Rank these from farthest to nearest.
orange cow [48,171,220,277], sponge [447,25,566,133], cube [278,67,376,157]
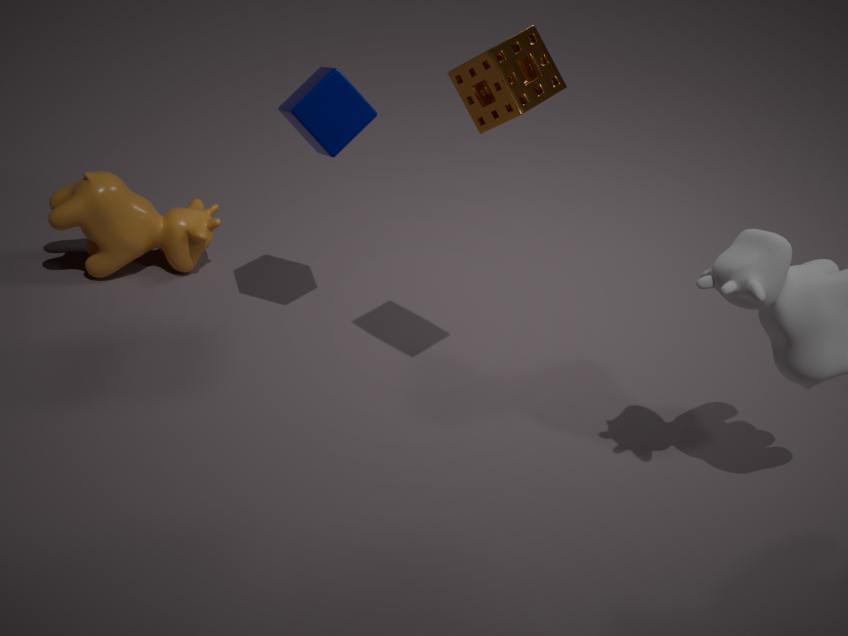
orange cow [48,171,220,277] → cube [278,67,376,157] → sponge [447,25,566,133]
